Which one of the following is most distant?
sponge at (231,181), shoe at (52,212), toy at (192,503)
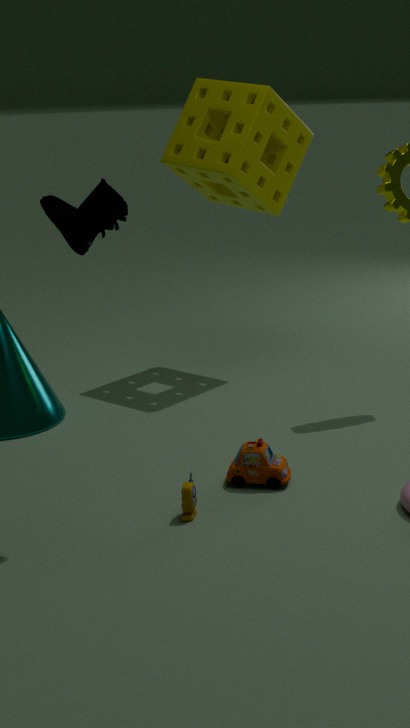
sponge at (231,181)
